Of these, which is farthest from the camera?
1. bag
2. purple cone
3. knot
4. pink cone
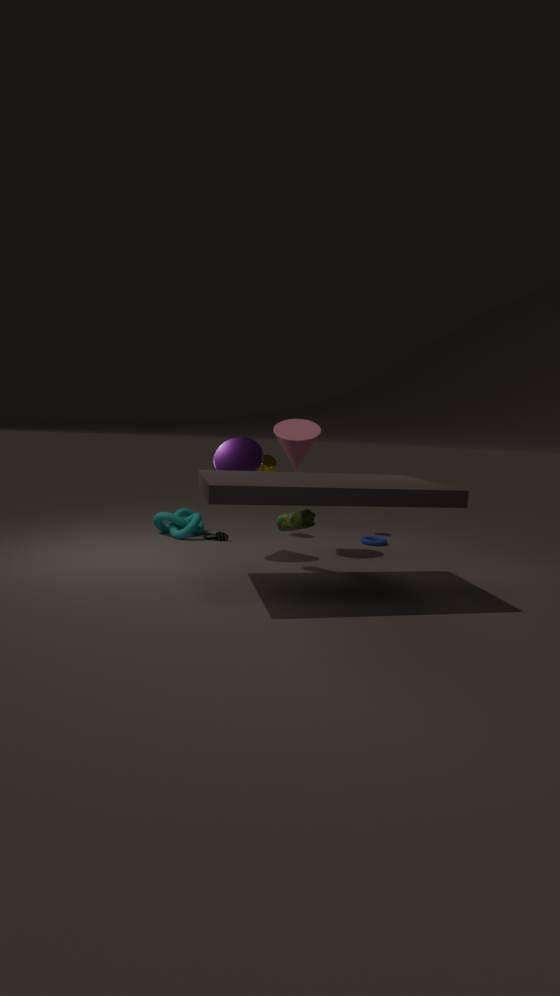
knot
